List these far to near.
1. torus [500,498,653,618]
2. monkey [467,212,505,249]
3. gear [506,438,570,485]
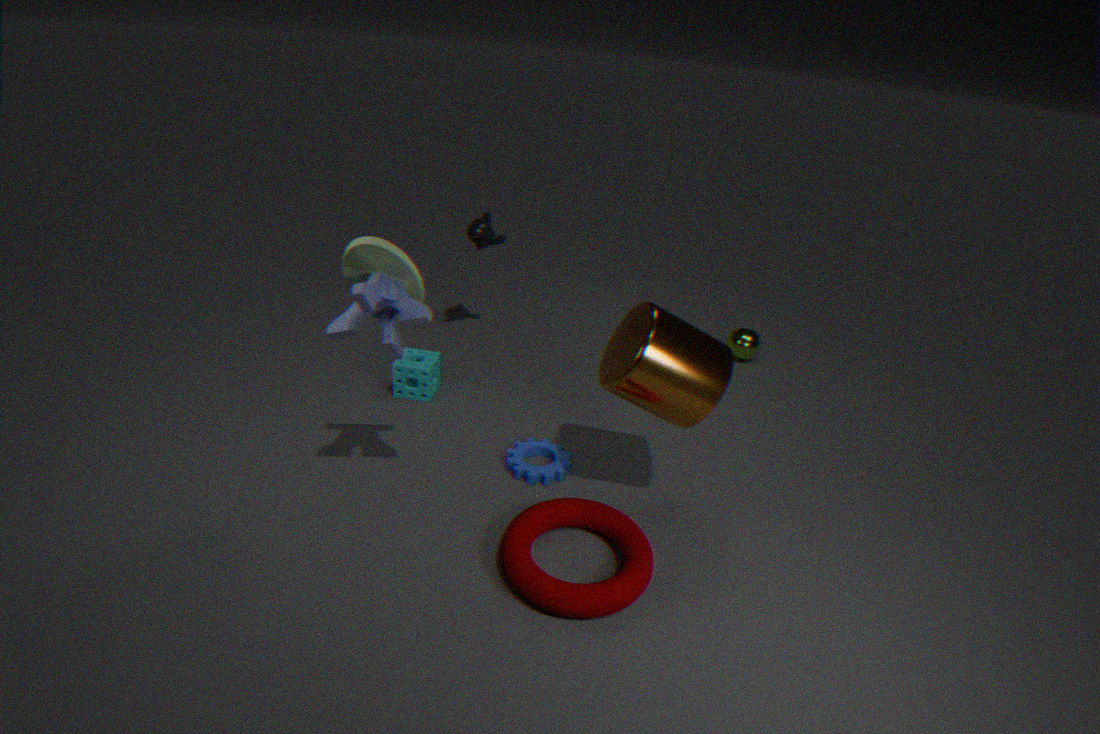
monkey [467,212,505,249]
gear [506,438,570,485]
torus [500,498,653,618]
